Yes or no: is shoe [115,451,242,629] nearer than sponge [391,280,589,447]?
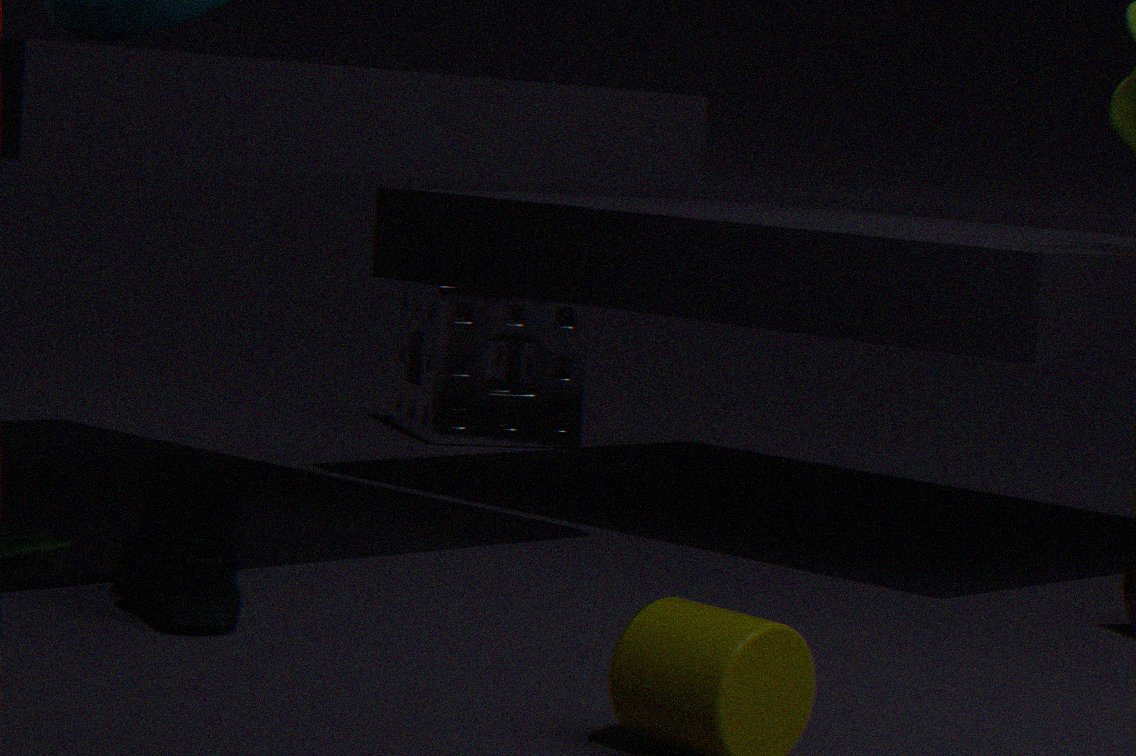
Yes
